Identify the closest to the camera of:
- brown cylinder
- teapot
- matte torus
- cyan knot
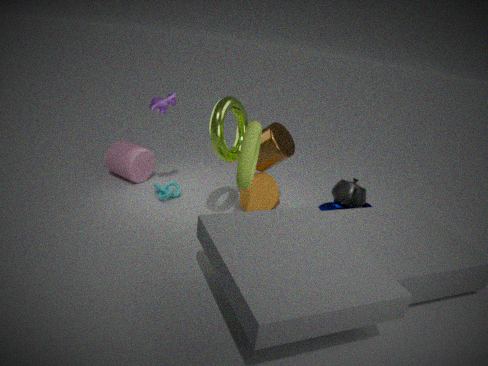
matte torus
